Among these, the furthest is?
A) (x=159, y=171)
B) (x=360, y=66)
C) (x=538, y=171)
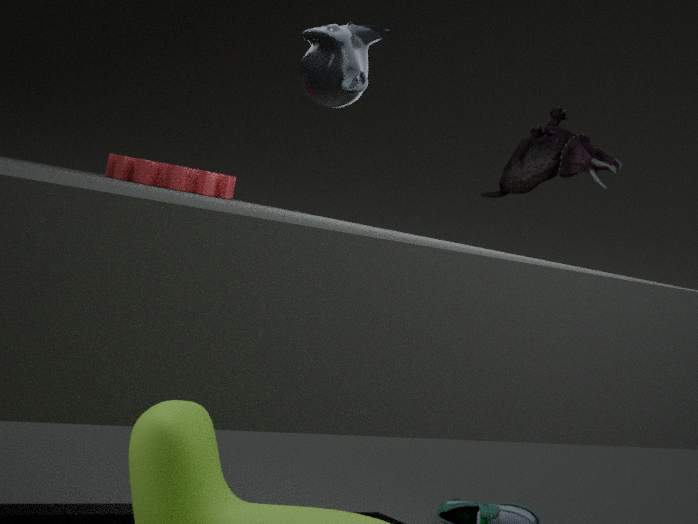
(x=538, y=171)
